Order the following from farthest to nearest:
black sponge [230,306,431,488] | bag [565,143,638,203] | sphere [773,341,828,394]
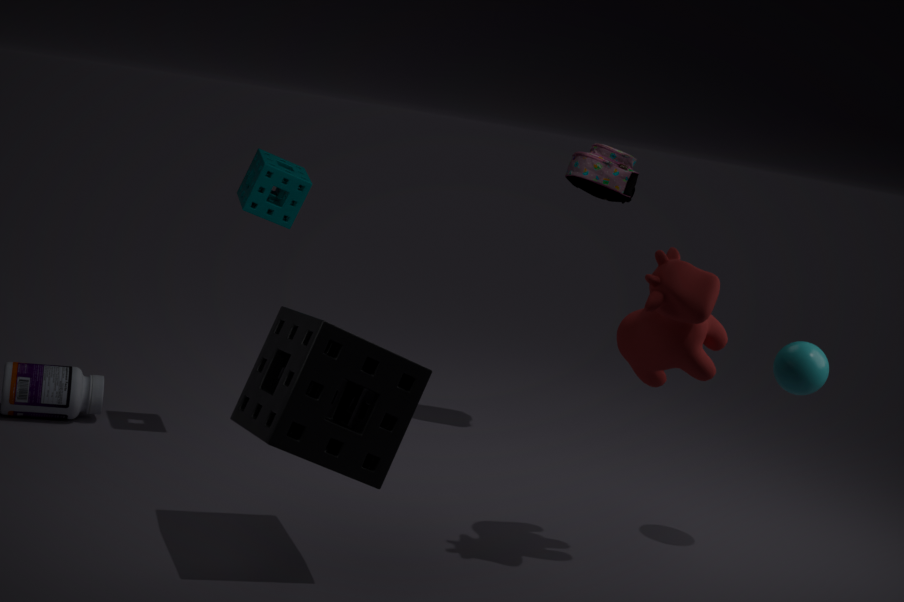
bag [565,143,638,203] < sphere [773,341,828,394] < black sponge [230,306,431,488]
